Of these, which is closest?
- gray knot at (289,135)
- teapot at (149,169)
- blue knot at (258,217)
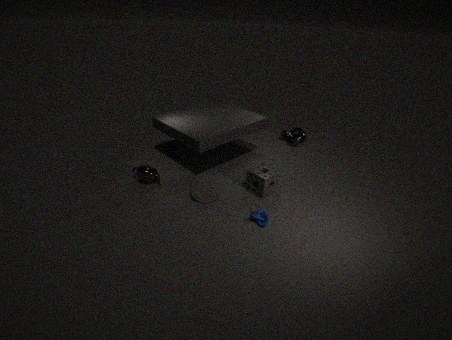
blue knot at (258,217)
